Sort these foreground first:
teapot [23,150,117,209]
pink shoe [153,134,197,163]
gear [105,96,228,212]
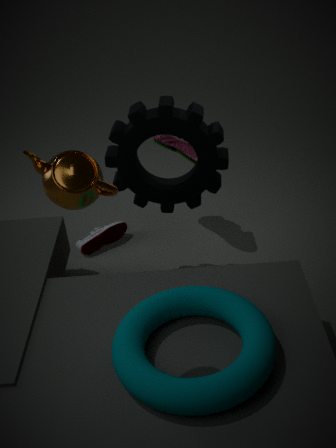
teapot [23,150,117,209] → gear [105,96,228,212] → pink shoe [153,134,197,163]
